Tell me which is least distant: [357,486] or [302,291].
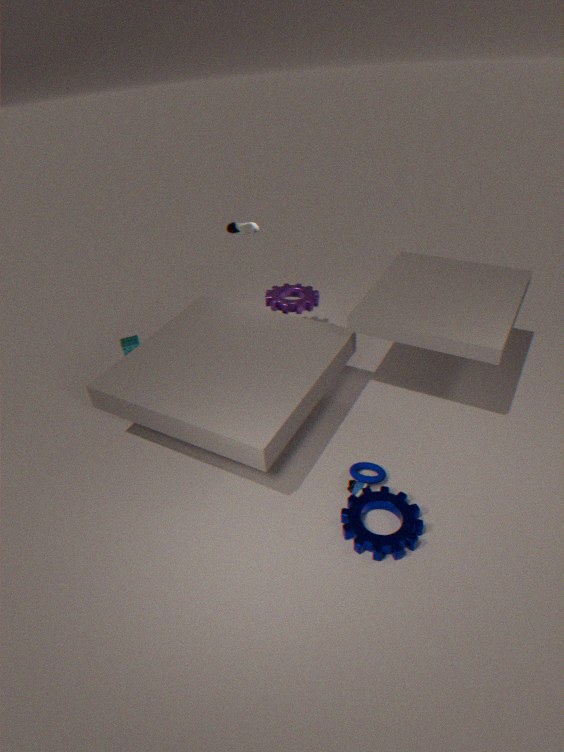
[357,486]
